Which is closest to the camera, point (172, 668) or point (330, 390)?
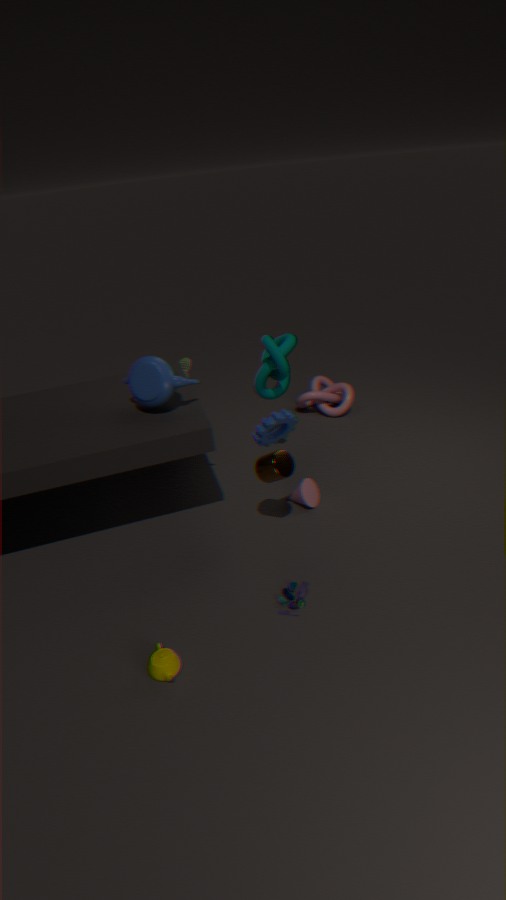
point (172, 668)
